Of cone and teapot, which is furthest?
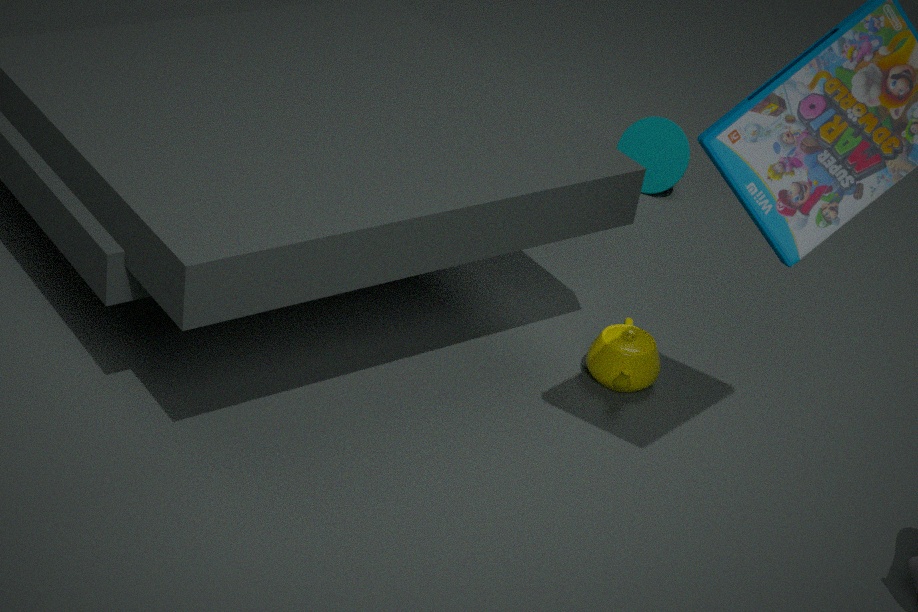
cone
